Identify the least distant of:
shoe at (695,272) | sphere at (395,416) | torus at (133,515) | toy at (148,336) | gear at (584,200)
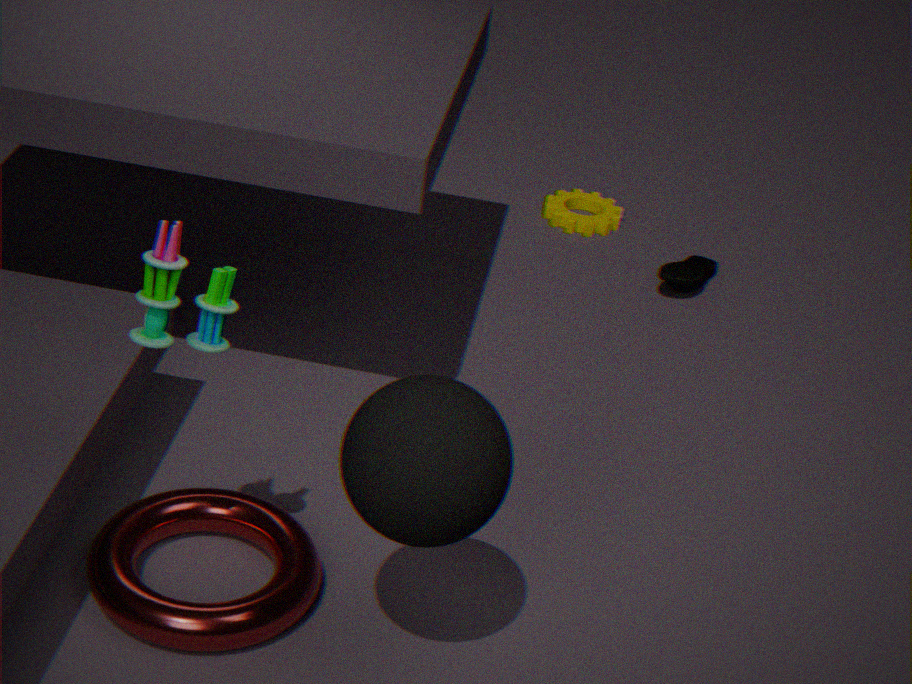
sphere at (395,416)
